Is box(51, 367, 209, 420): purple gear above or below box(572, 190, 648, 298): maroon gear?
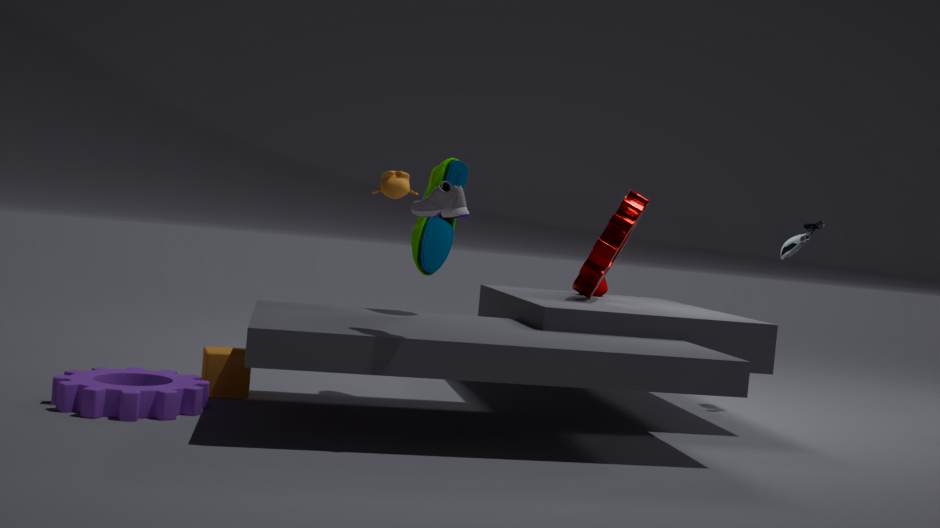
below
